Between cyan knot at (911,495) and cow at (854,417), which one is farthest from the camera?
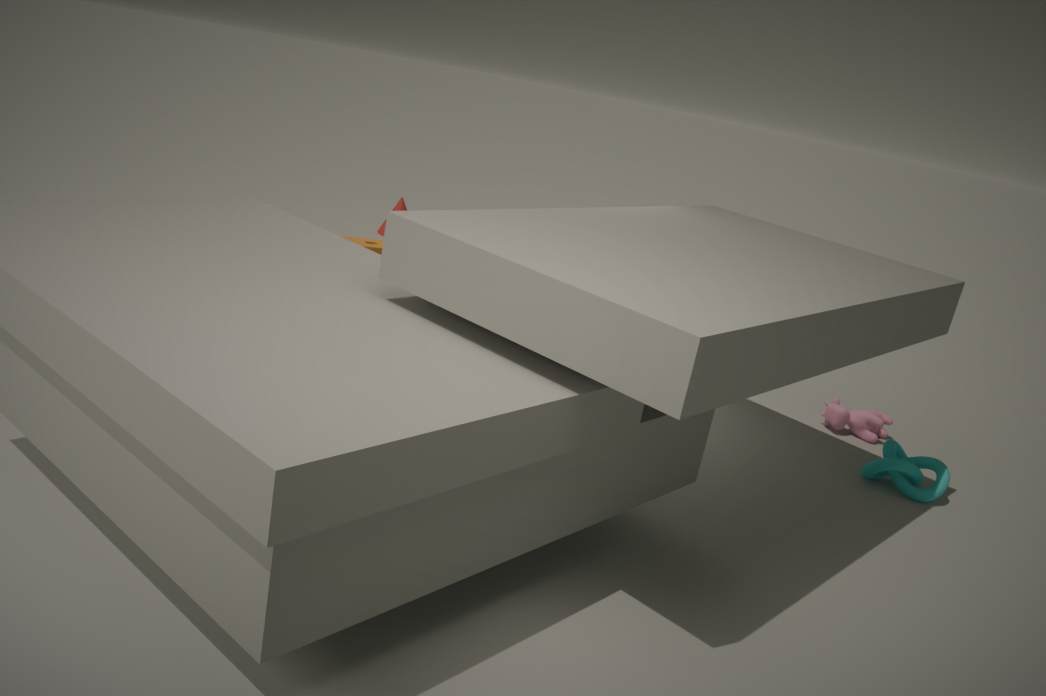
cow at (854,417)
